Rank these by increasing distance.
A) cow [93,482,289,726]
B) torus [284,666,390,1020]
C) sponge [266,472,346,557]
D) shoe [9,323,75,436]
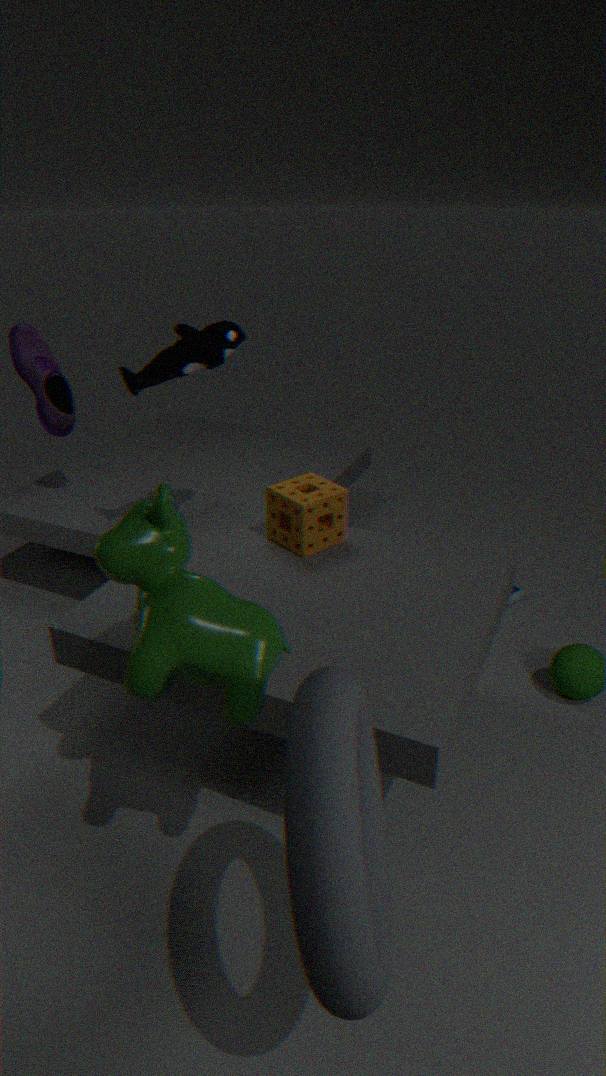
1. torus [284,666,390,1020]
2. cow [93,482,289,726]
3. sponge [266,472,346,557]
4. shoe [9,323,75,436]
